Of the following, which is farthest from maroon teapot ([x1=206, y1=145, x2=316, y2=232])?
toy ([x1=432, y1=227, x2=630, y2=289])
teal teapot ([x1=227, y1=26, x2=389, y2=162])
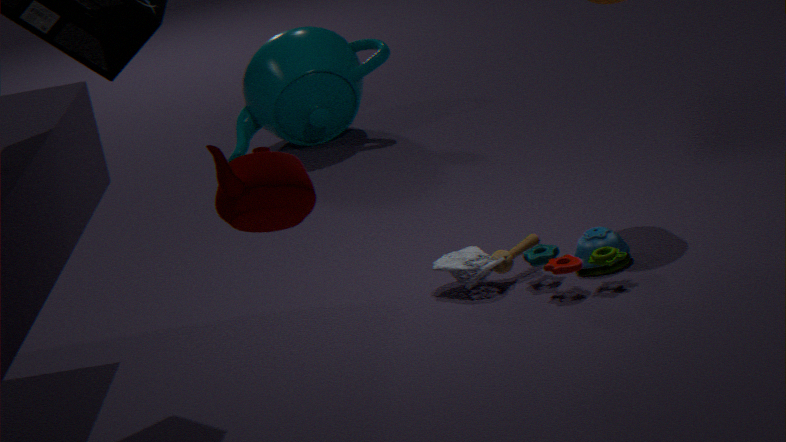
teal teapot ([x1=227, y1=26, x2=389, y2=162])
